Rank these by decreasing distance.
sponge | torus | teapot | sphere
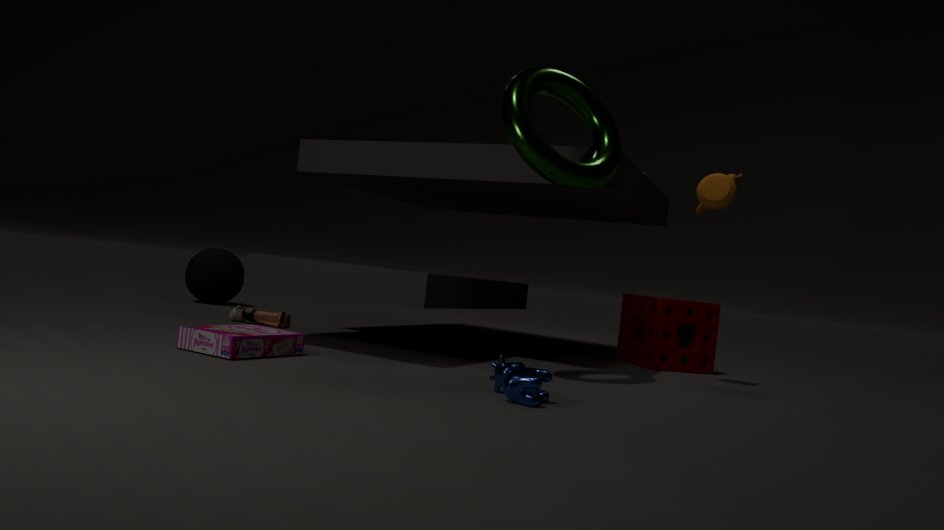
1. sphere
2. sponge
3. teapot
4. torus
